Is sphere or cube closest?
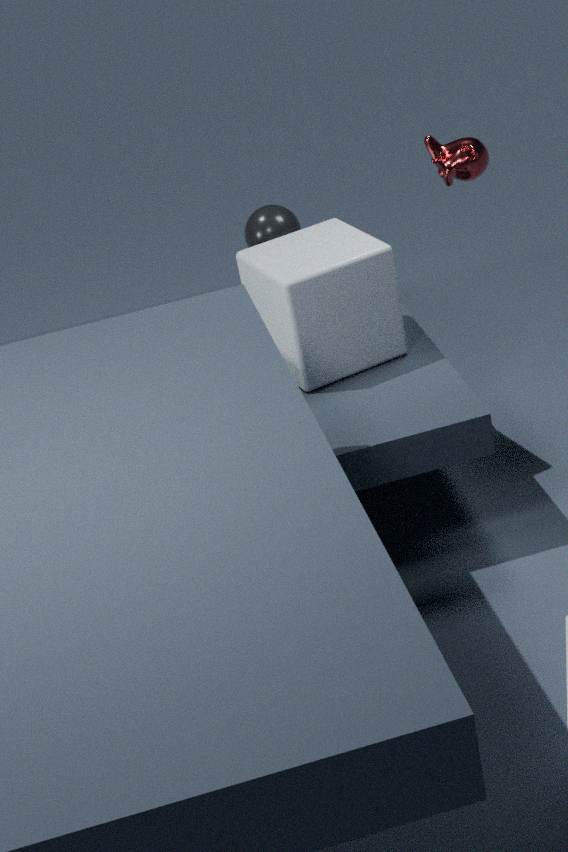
cube
